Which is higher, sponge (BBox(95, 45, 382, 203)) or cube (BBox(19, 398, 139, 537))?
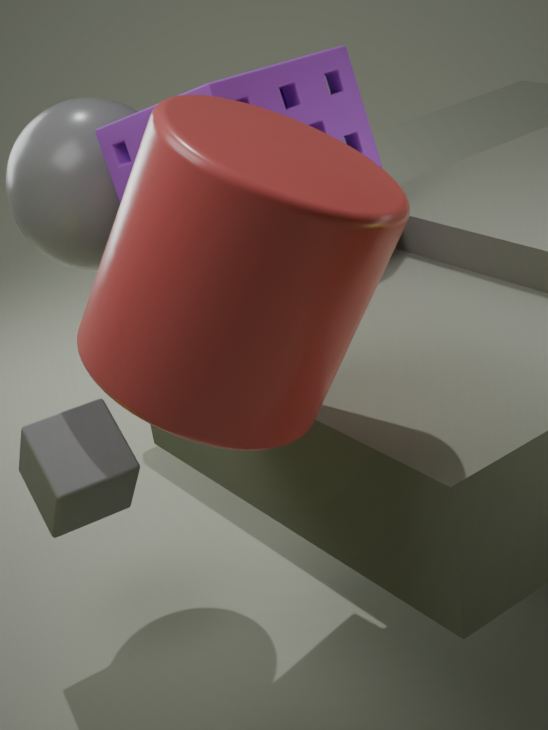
sponge (BBox(95, 45, 382, 203))
